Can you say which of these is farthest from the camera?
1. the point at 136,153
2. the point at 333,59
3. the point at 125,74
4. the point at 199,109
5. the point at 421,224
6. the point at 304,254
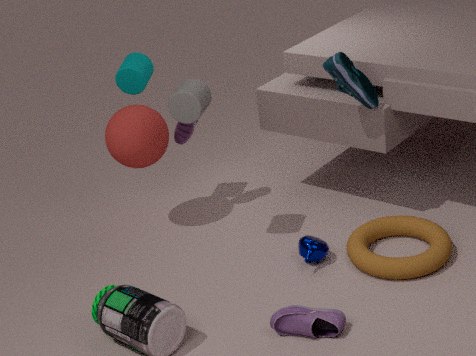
the point at 125,74
